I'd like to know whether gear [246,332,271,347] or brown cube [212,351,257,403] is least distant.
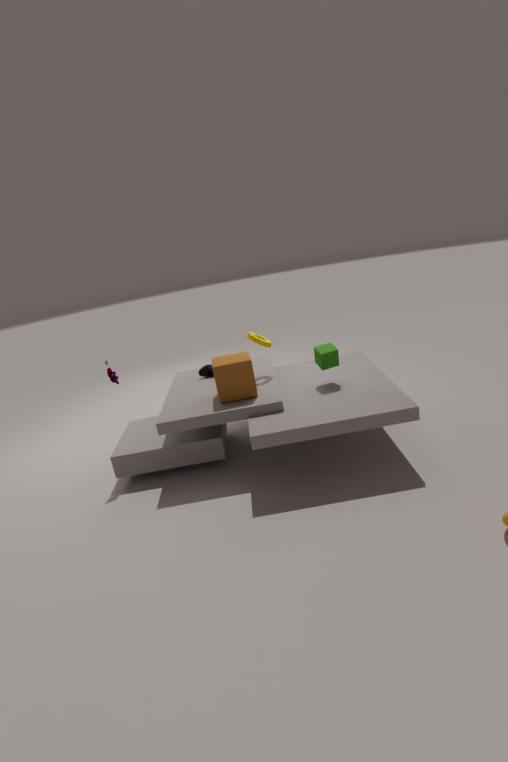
brown cube [212,351,257,403]
